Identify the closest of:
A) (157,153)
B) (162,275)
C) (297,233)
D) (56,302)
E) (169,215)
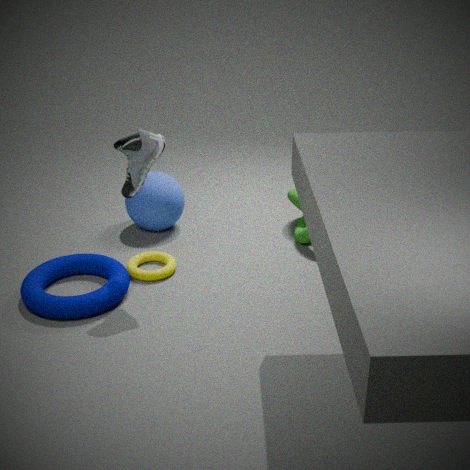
(157,153)
